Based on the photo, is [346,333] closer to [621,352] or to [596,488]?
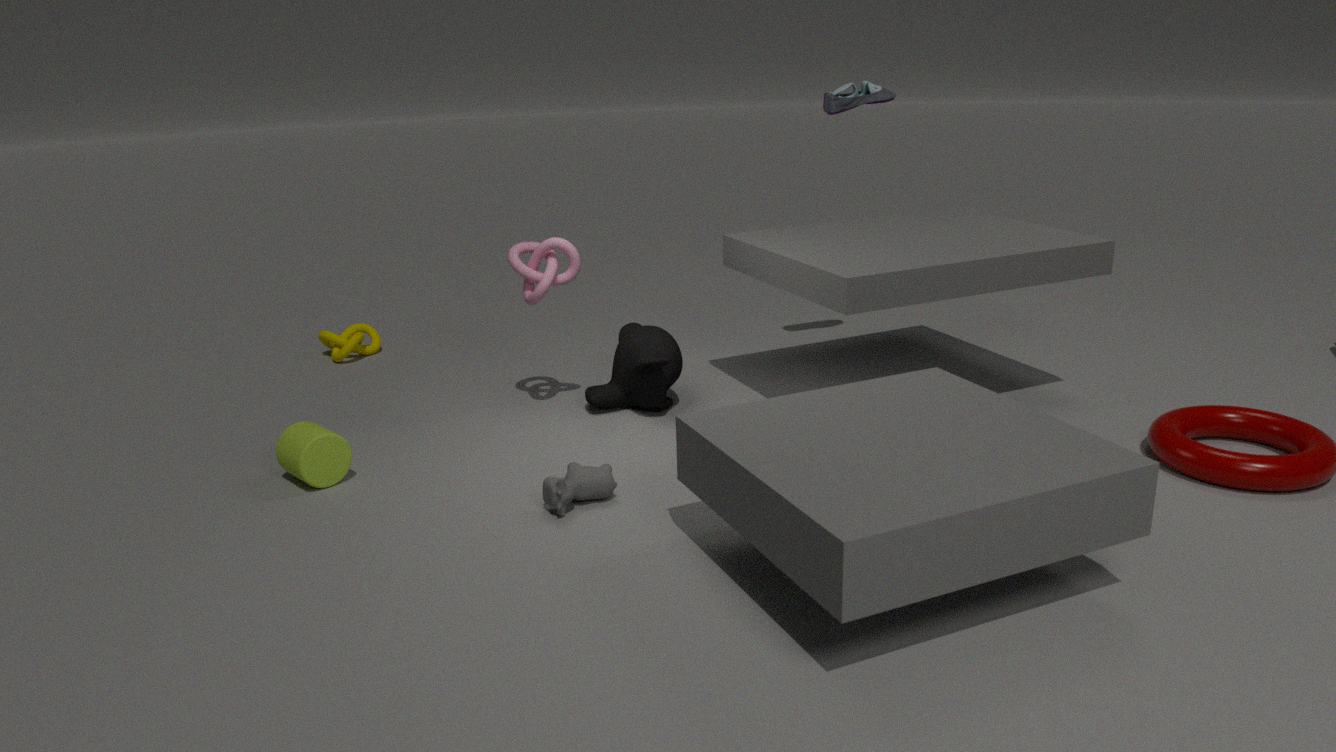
[621,352]
